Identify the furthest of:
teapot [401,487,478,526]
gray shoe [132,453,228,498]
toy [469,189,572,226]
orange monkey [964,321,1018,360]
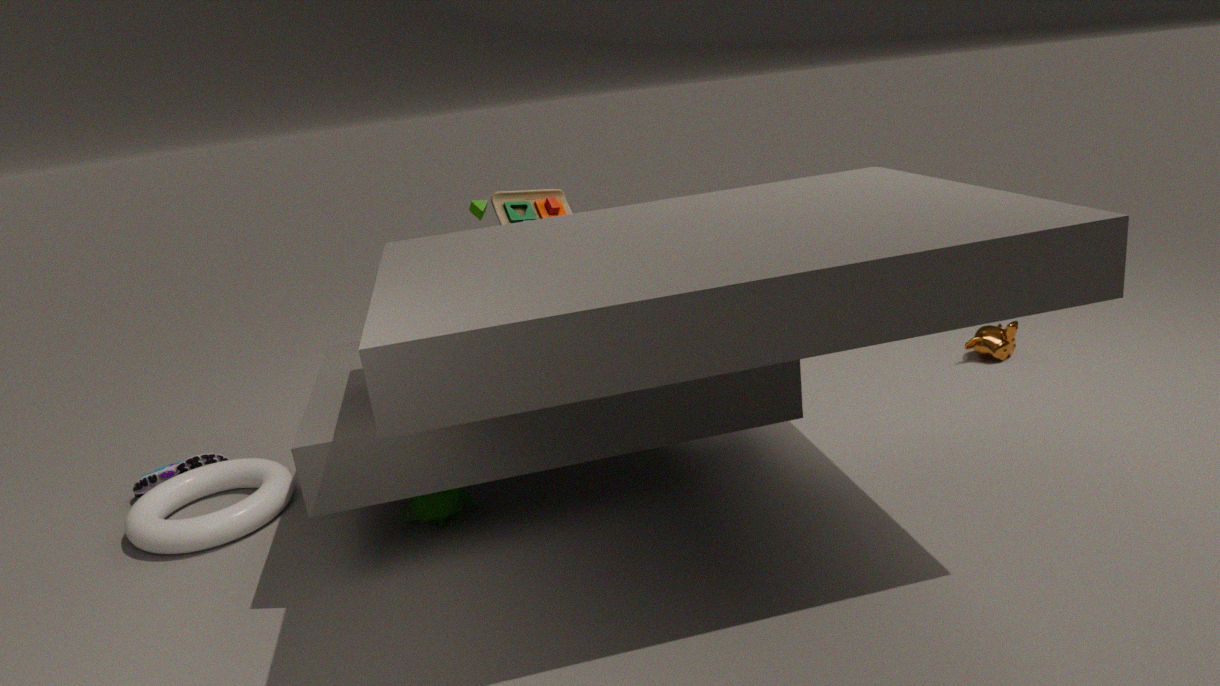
orange monkey [964,321,1018,360]
